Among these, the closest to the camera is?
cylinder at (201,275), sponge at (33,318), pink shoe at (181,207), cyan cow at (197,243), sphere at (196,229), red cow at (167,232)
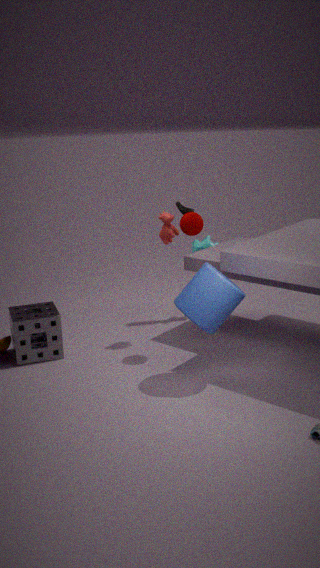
cylinder at (201,275)
